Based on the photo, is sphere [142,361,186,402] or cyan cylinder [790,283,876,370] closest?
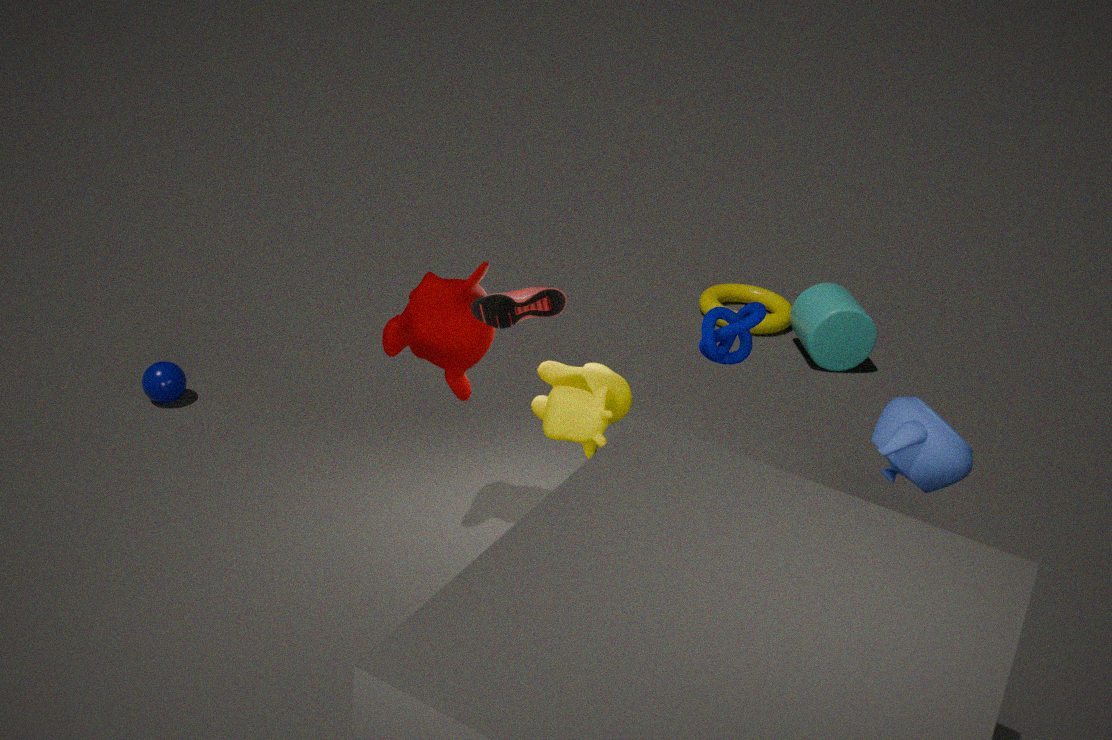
sphere [142,361,186,402]
